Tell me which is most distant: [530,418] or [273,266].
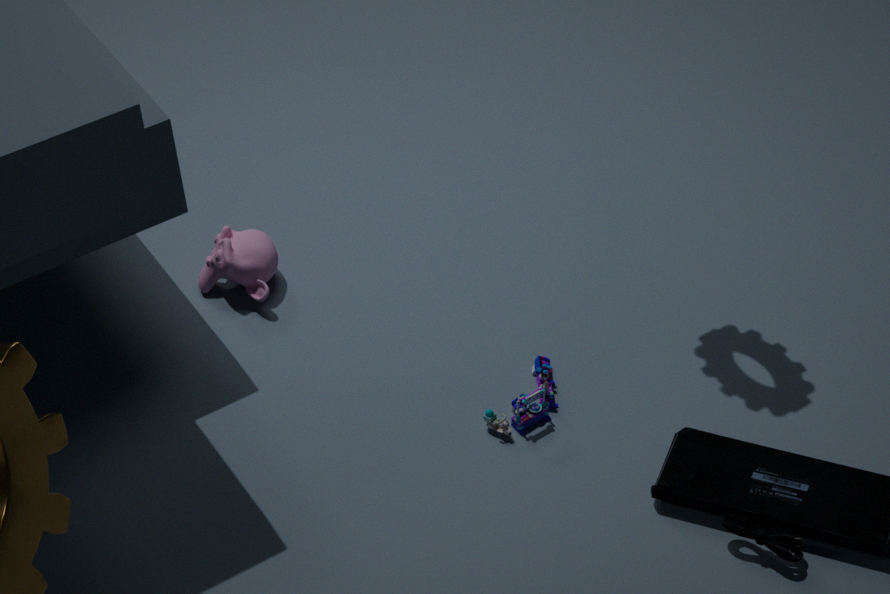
[273,266]
